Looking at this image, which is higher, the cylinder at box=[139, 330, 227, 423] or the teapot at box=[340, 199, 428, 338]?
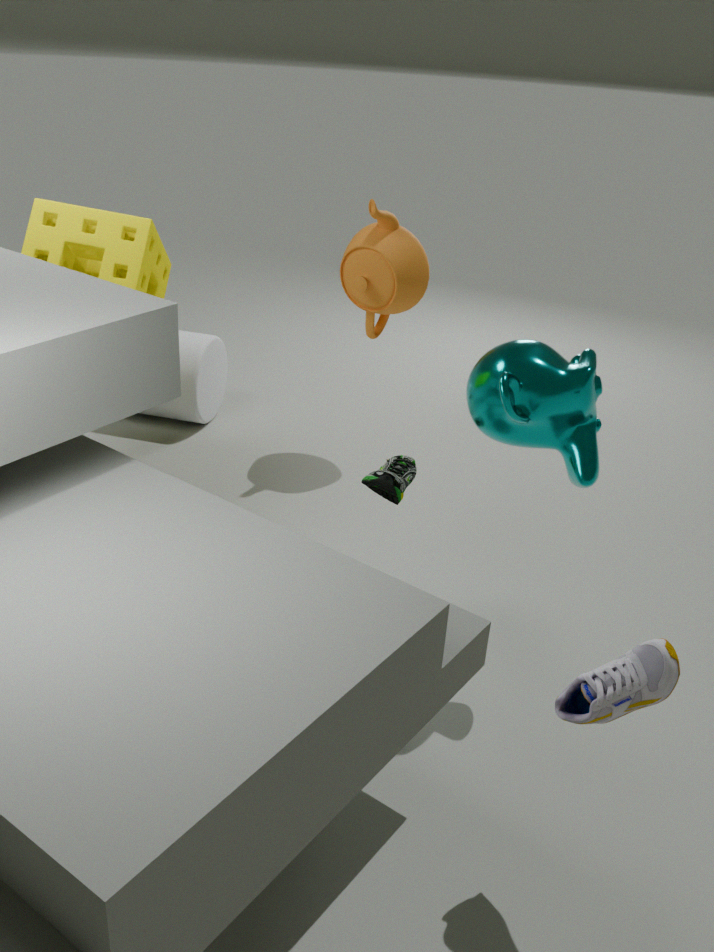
the teapot at box=[340, 199, 428, 338]
